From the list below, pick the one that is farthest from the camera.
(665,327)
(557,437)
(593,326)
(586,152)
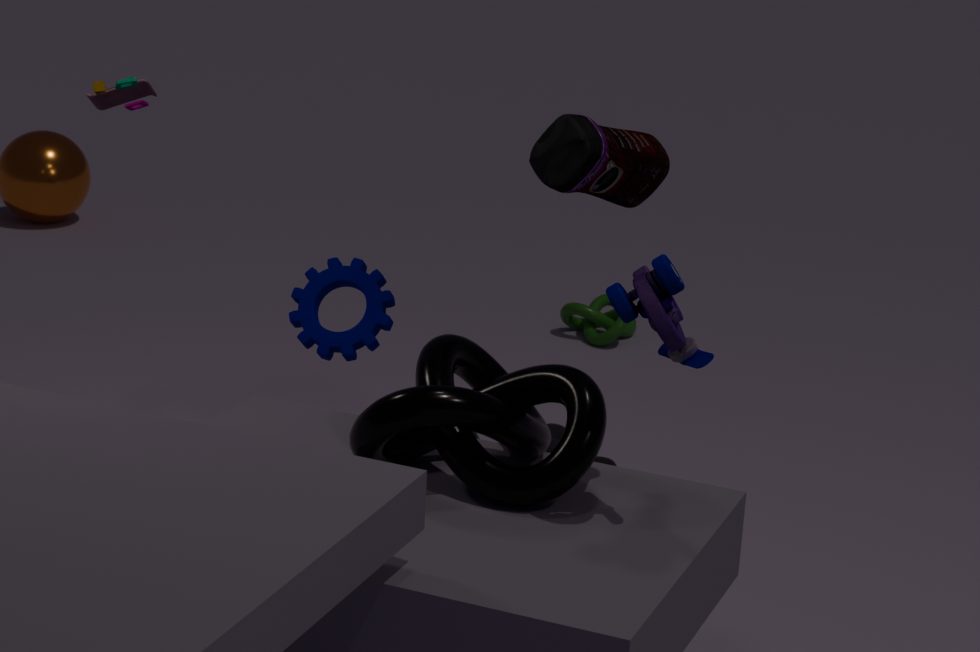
(593,326)
